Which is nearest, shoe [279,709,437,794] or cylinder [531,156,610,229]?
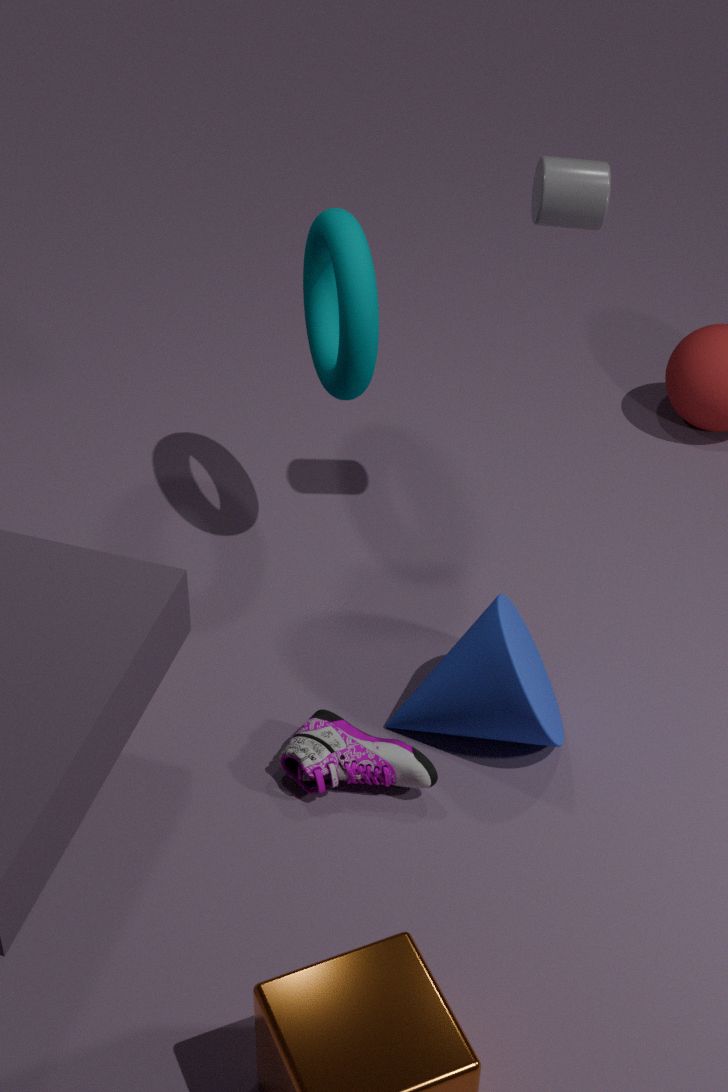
shoe [279,709,437,794]
